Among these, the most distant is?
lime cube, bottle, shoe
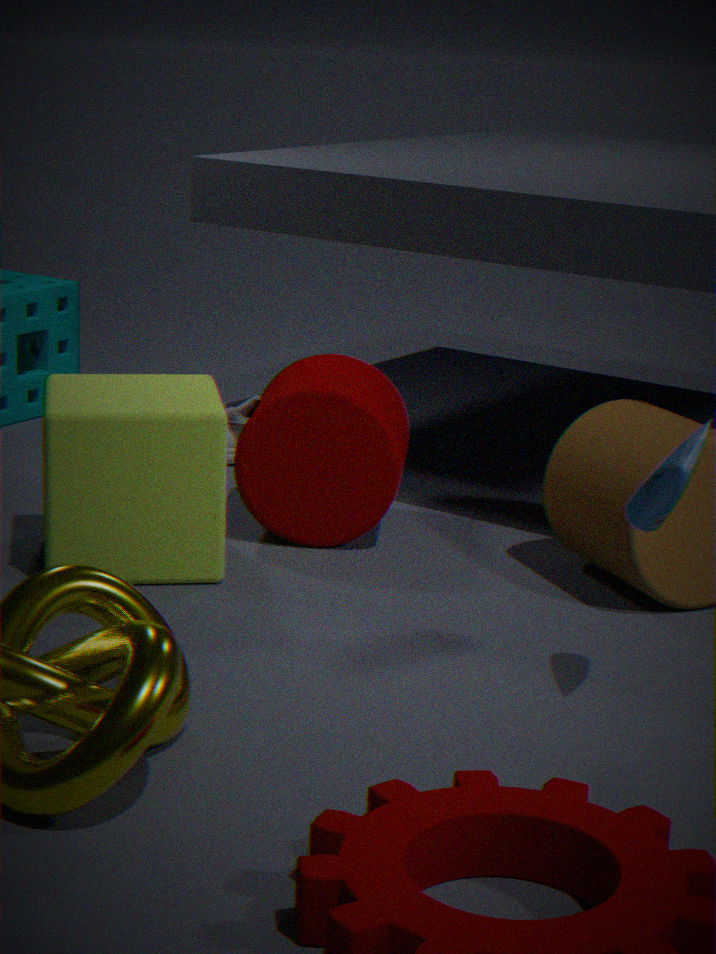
shoe
